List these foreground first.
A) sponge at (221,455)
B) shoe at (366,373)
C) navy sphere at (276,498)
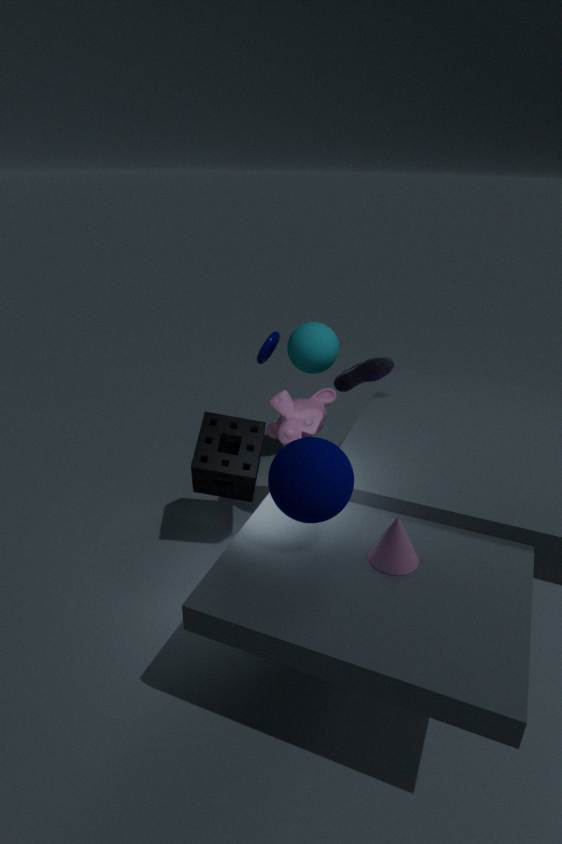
navy sphere at (276,498)
sponge at (221,455)
shoe at (366,373)
